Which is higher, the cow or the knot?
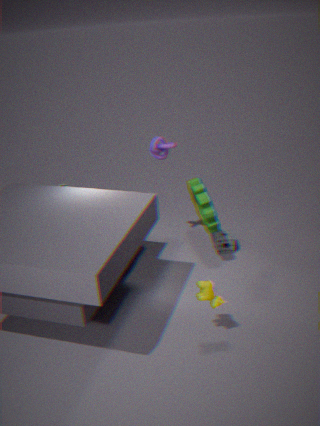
the knot
